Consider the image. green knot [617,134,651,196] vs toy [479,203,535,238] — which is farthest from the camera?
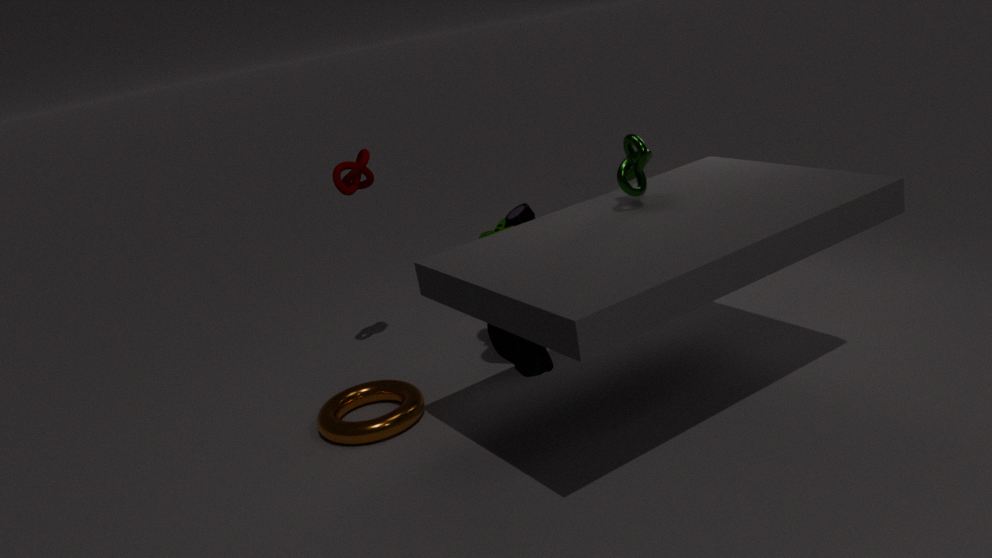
toy [479,203,535,238]
